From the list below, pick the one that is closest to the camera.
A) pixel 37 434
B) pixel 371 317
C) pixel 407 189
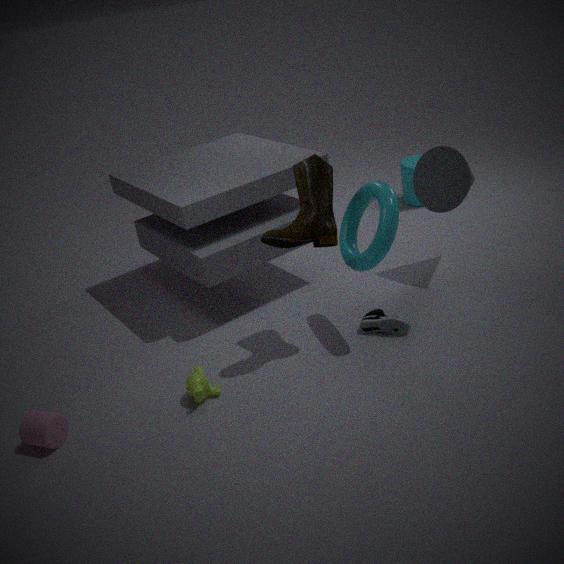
pixel 37 434
